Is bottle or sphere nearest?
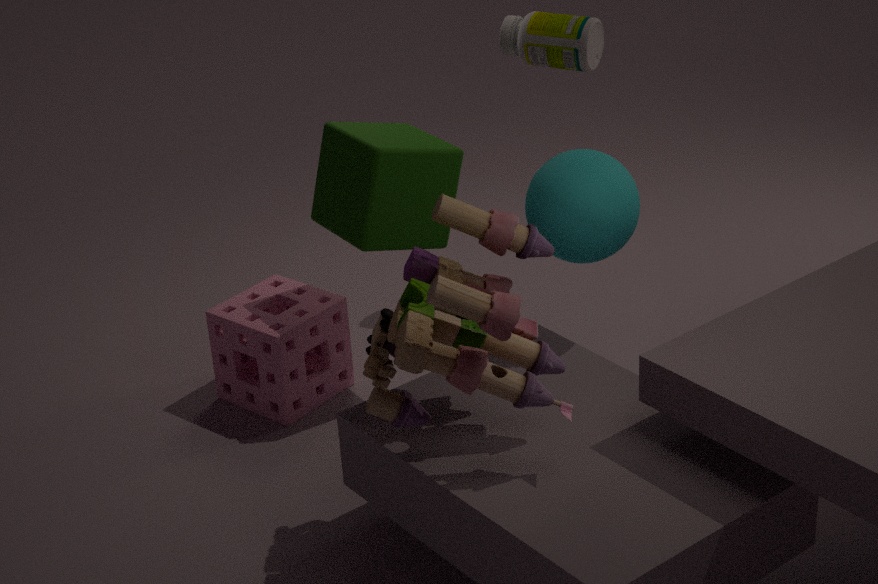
sphere
